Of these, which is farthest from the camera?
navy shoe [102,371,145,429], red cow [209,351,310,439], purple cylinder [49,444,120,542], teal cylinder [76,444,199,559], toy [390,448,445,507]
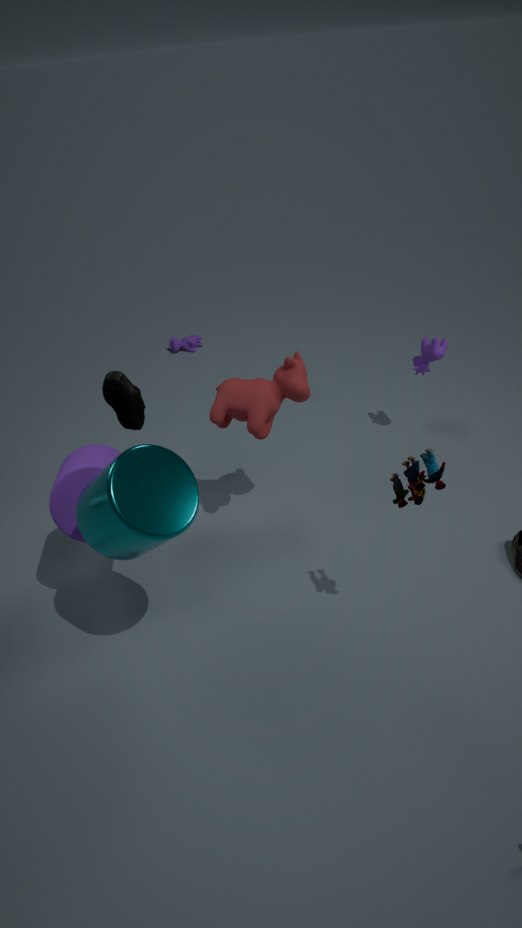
navy shoe [102,371,145,429]
